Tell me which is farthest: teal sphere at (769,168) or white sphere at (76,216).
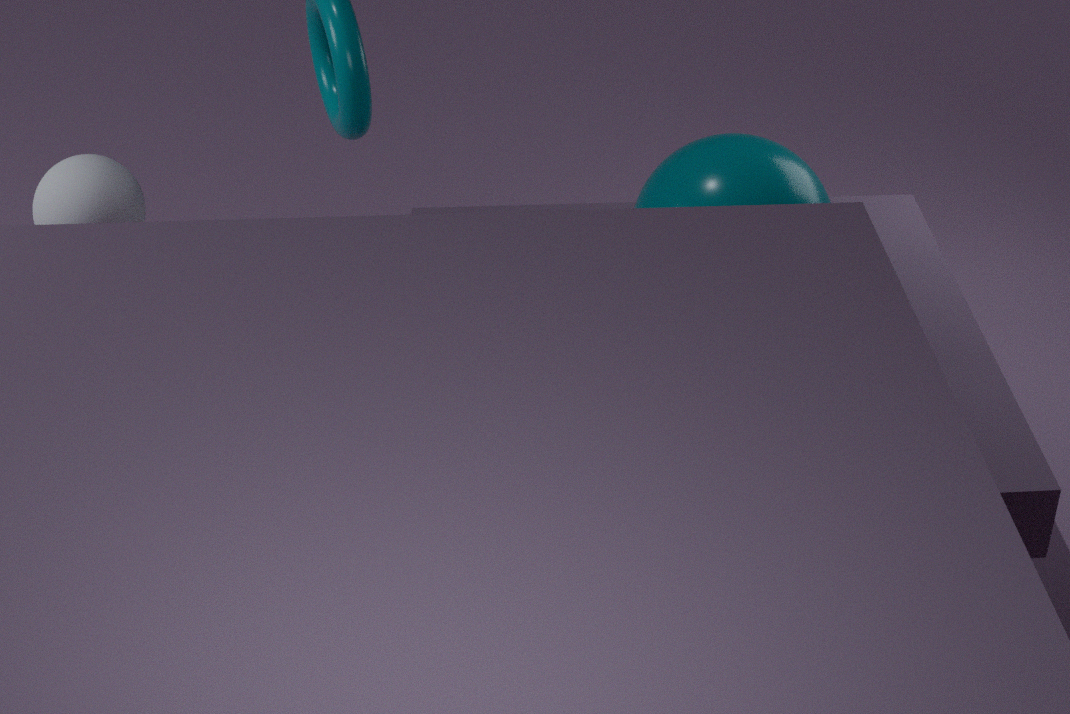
A: teal sphere at (769,168)
